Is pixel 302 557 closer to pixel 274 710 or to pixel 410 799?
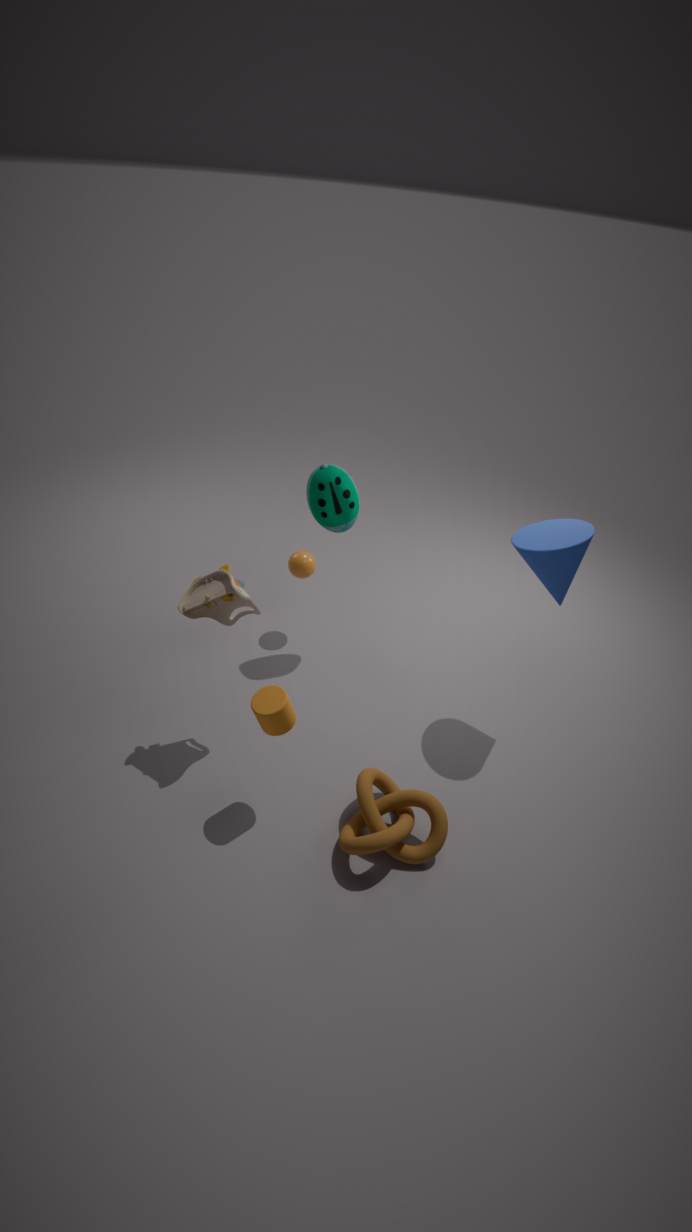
pixel 274 710
